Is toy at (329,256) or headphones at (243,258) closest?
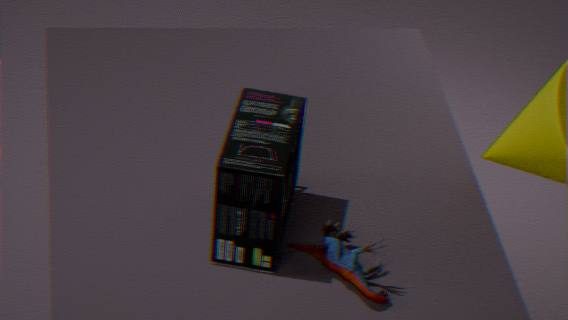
Answer: headphones at (243,258)
